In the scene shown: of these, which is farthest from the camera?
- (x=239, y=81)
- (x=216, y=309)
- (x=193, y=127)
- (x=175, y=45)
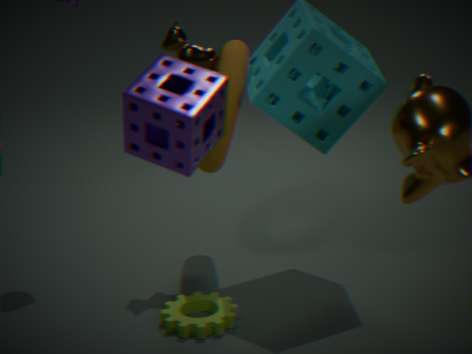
(x=175, y=45)
